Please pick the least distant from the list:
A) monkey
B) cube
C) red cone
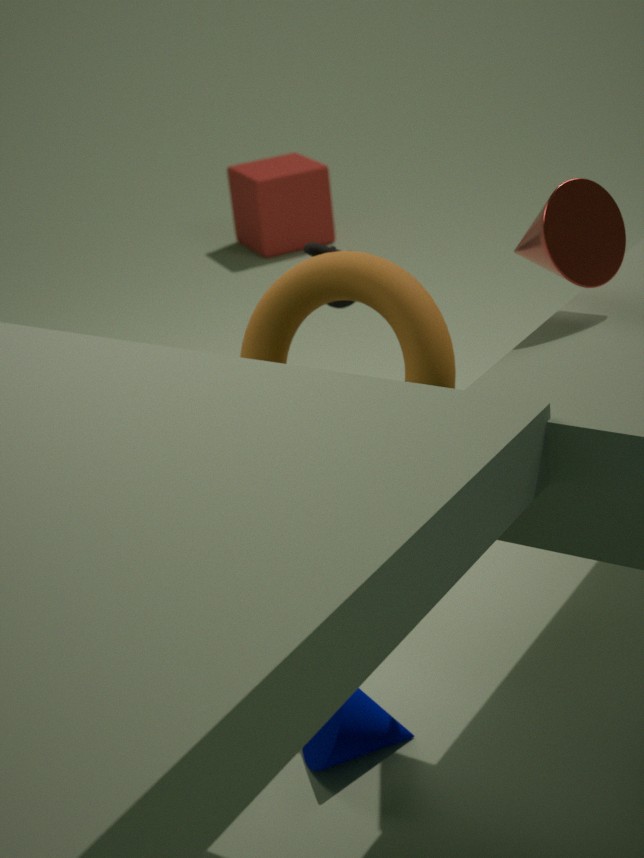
red cone
